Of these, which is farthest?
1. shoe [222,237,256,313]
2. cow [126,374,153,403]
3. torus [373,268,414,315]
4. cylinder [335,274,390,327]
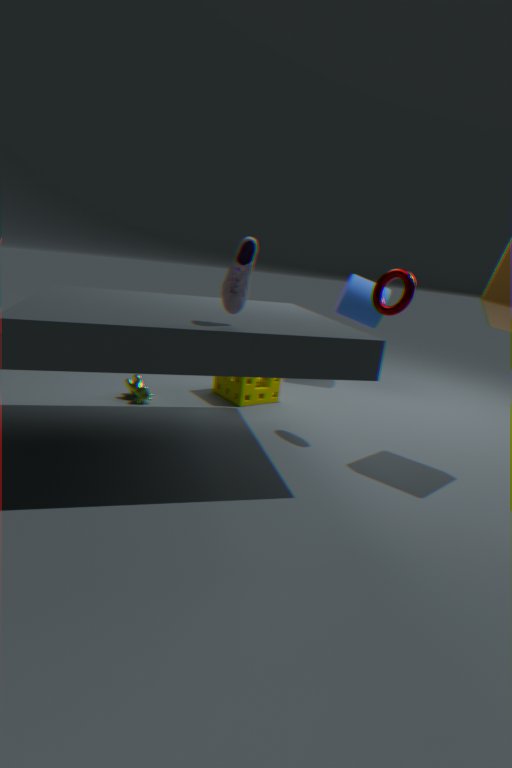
cylinder [335,274,390,327]
